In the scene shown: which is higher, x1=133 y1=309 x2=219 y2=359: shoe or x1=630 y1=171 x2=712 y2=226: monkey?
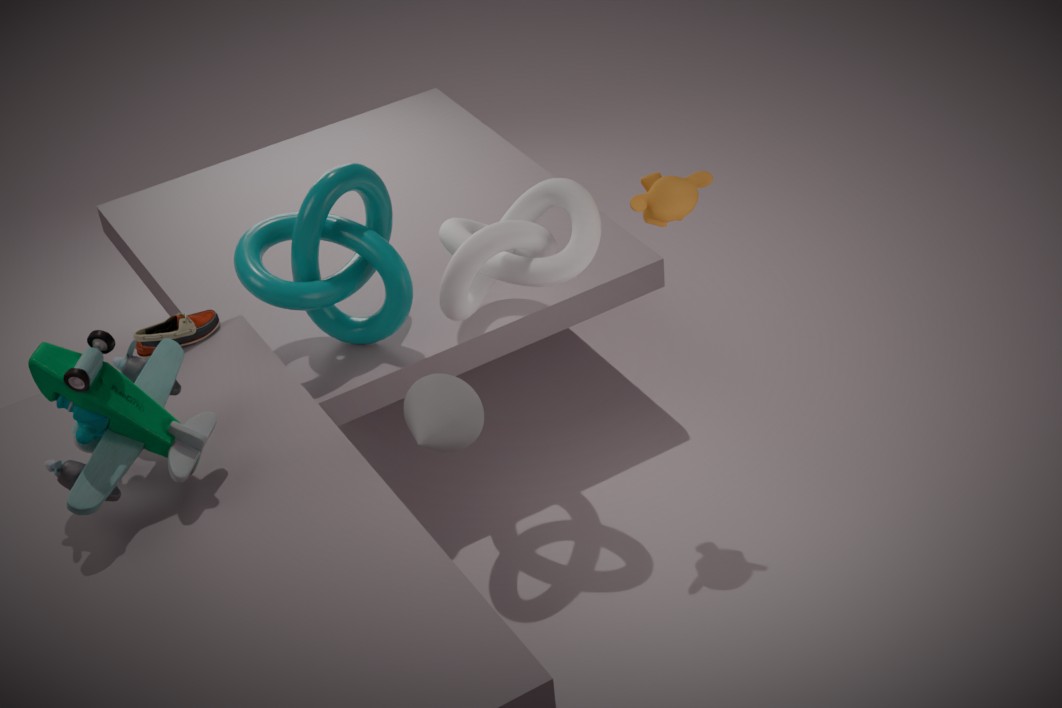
x1=630 y1=171 x2=712 y2=226: monkey
